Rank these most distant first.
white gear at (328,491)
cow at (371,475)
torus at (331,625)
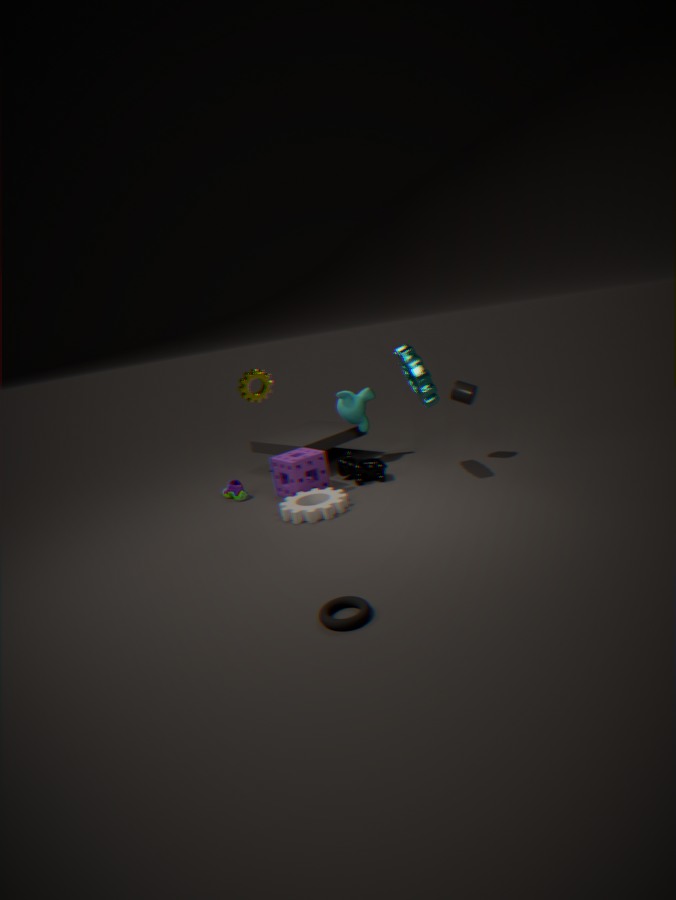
cow at (371,475)
white gear at (328,491)
torus at (331,625)
